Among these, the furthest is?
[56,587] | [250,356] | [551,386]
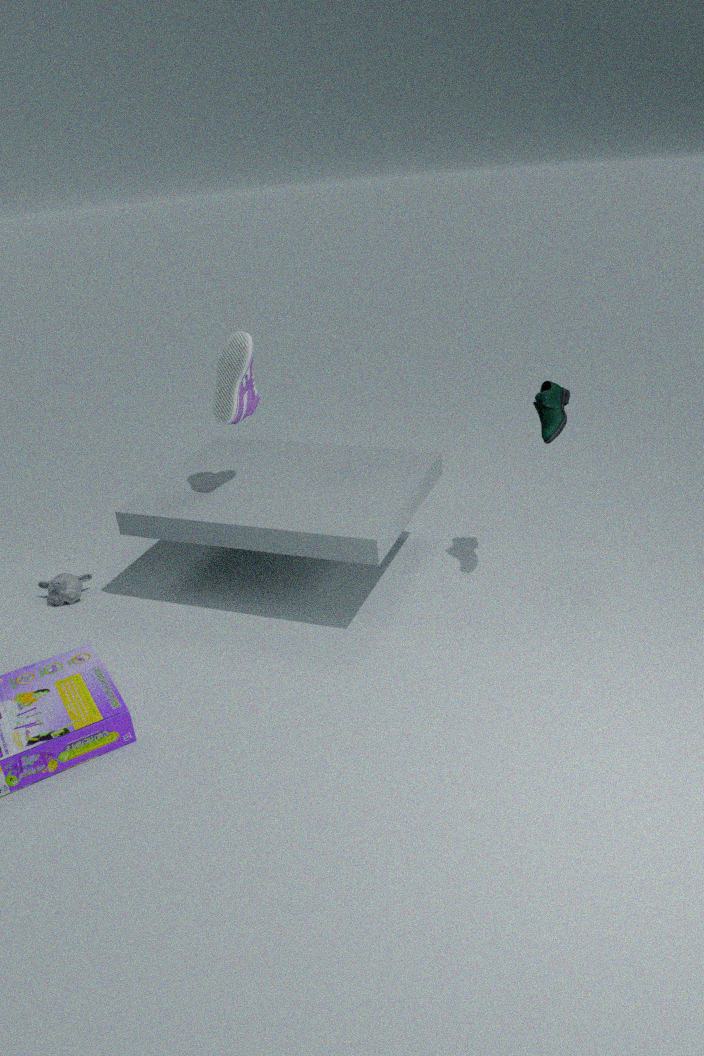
[56,587]
